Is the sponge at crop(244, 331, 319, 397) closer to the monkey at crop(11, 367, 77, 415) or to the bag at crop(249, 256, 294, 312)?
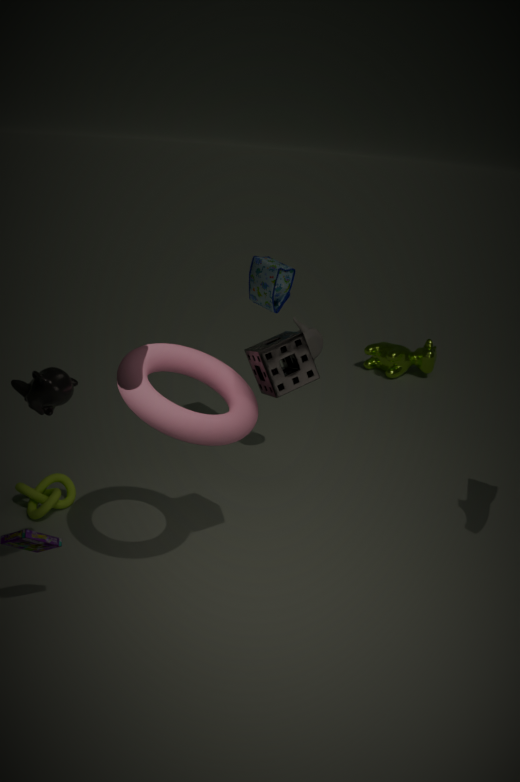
the monkey at crop(11, 367, 77, 415)
